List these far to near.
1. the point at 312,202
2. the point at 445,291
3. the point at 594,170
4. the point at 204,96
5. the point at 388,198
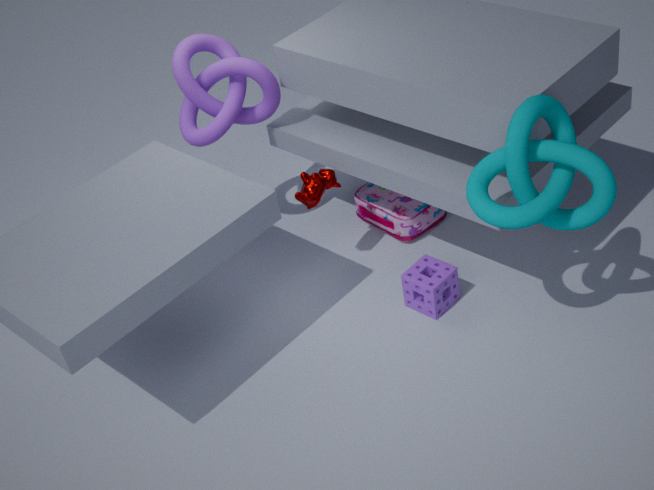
the point at 388,198 → the point at 204,96 → the point at 312,202 → the point at 445,291 → the point at 594,170
